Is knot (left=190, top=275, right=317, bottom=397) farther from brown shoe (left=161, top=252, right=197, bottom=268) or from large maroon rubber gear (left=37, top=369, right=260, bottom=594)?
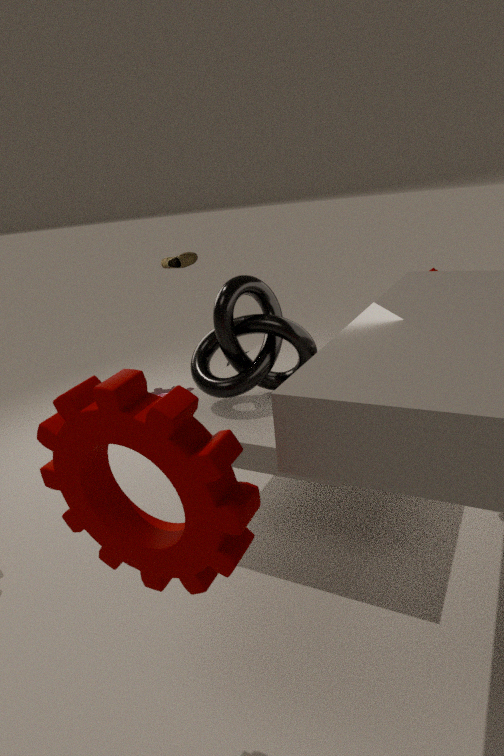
brown shoe (left=161, top=252, right=197, bottom=268)
